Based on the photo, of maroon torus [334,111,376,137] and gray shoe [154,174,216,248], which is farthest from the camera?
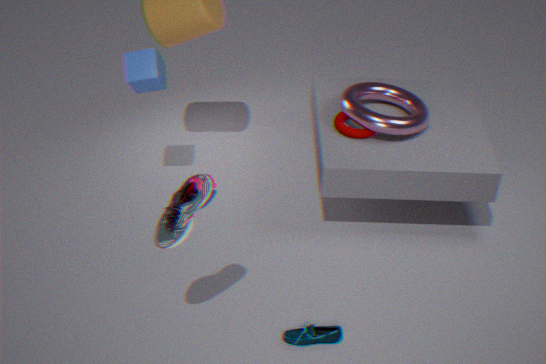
maroon torus [334,111,376,137]
